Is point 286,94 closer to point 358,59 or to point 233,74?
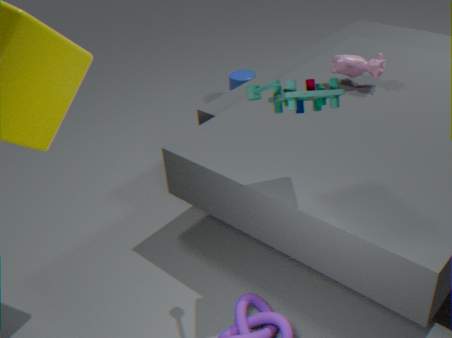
point 358,59
